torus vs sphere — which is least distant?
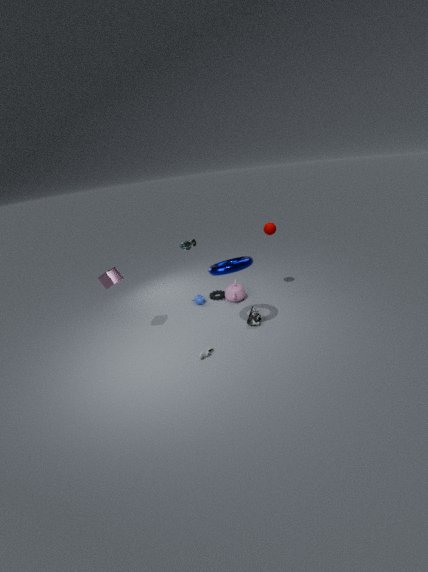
torus
